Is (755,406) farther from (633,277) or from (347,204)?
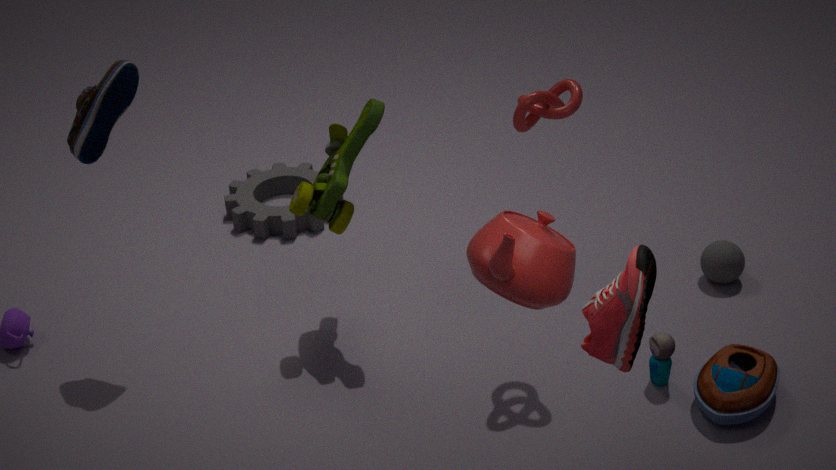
(347,204)
